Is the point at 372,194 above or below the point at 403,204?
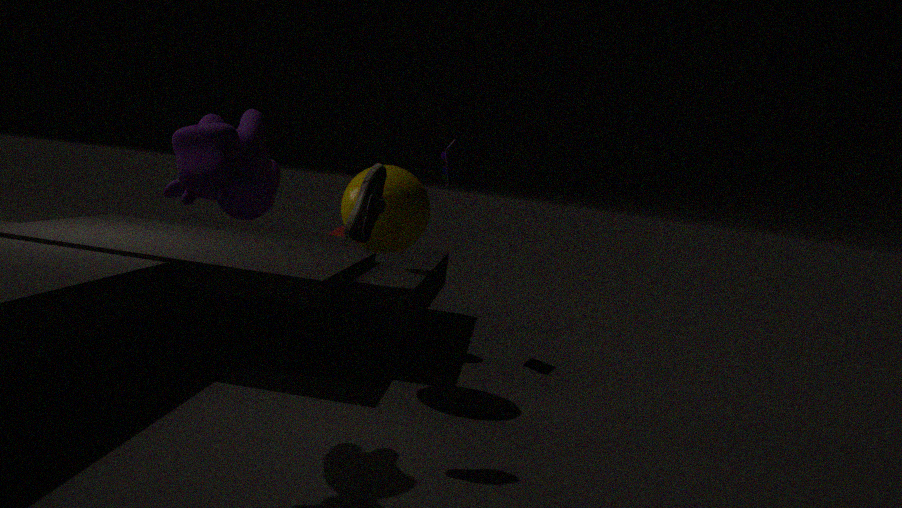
above
